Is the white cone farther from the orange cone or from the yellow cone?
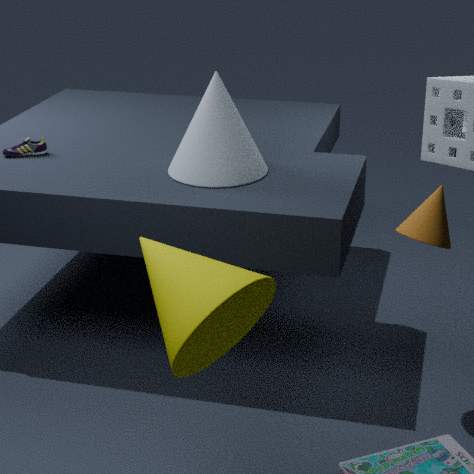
the yellow cone
